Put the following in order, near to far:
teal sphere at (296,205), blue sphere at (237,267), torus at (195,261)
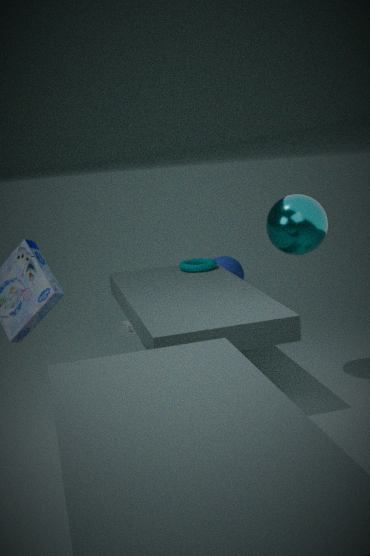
1. teal sphere at (296,205)
2. torus at (195,261)
3. blue sphere at (237,267)
